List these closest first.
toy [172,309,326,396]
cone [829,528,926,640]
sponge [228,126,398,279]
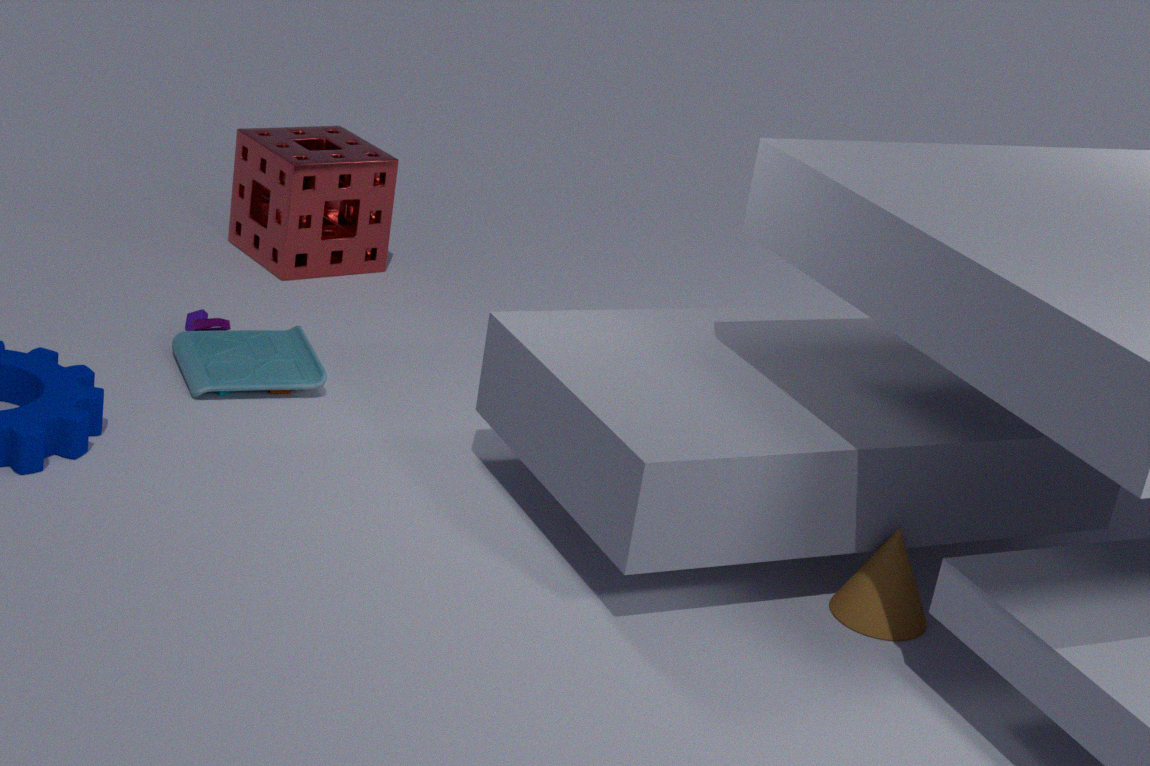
cone [829,528,926,640], toy [172,309,326,396], sponge [228,126,398,279]
